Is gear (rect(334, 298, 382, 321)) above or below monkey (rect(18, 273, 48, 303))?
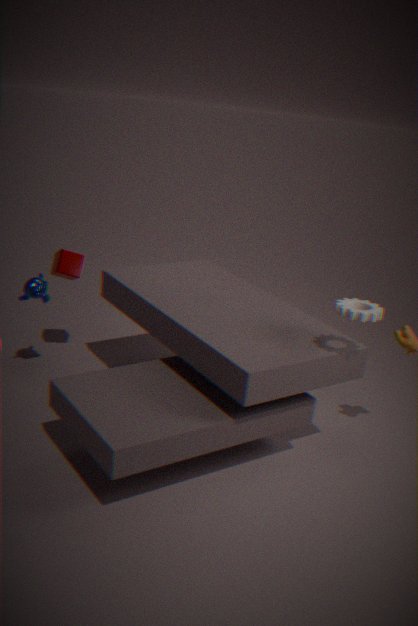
above
